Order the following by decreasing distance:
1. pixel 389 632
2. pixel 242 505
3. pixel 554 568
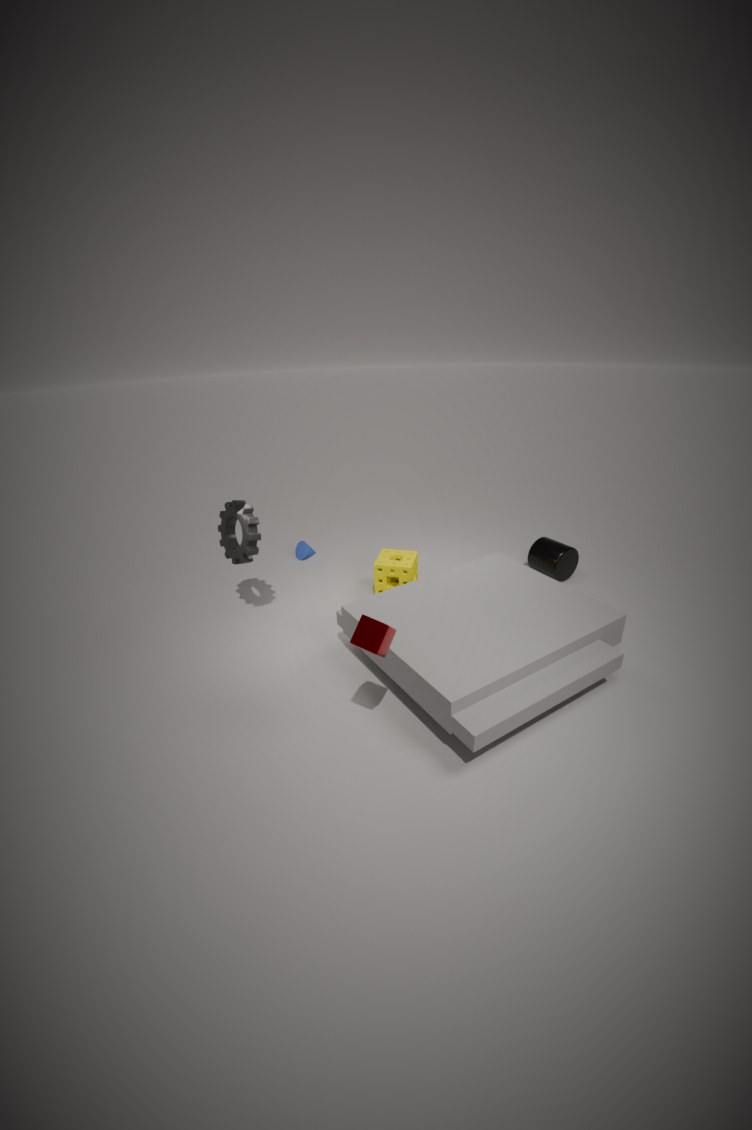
pixel 554 568, pixel 242 505, pixel 389 632
